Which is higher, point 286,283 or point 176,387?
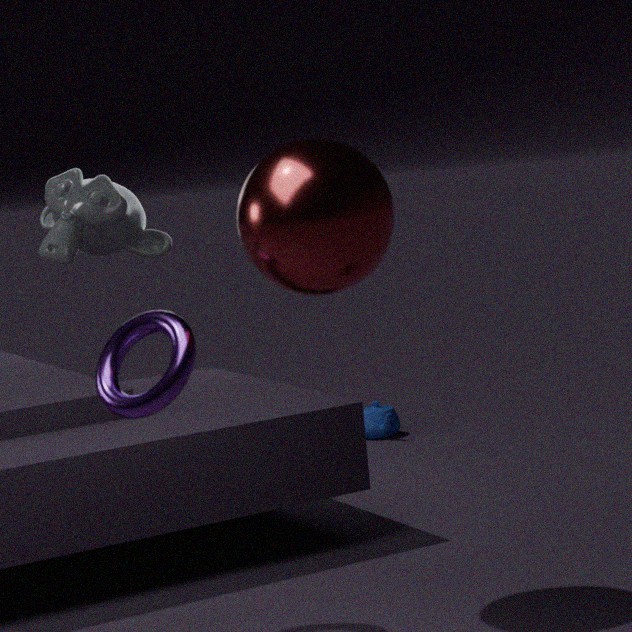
point 286,283
